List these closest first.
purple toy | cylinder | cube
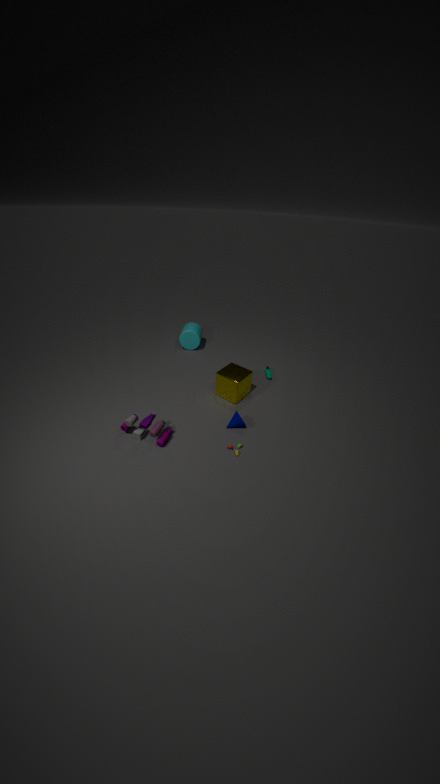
1. purple toy
2. cube
3. cylinder
